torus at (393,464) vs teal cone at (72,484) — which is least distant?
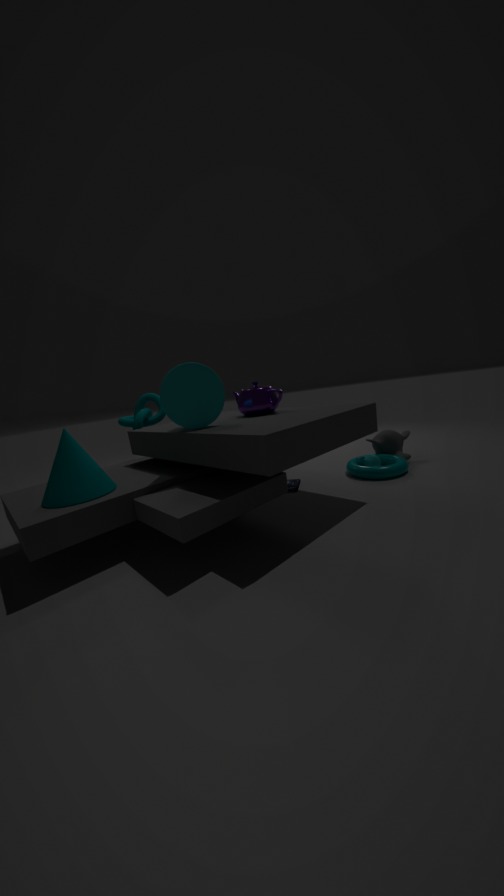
teal cone at (72,484)
